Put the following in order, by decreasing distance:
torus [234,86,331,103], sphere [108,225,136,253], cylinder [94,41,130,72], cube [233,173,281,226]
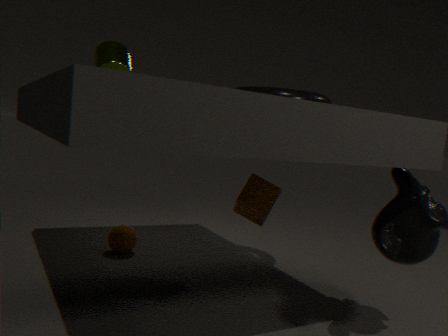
sphere [108,225,136,253] → cube [233,173,281,226] → cylinder [94,41,130,72] → torus [234,86,331,103]
